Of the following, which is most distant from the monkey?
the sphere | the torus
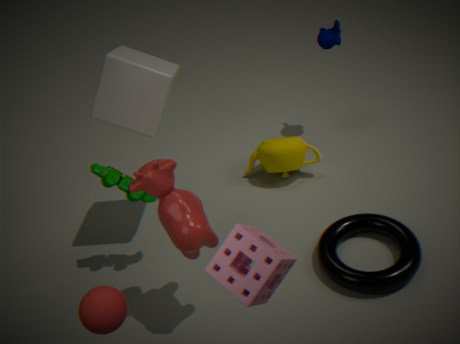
the sphere
